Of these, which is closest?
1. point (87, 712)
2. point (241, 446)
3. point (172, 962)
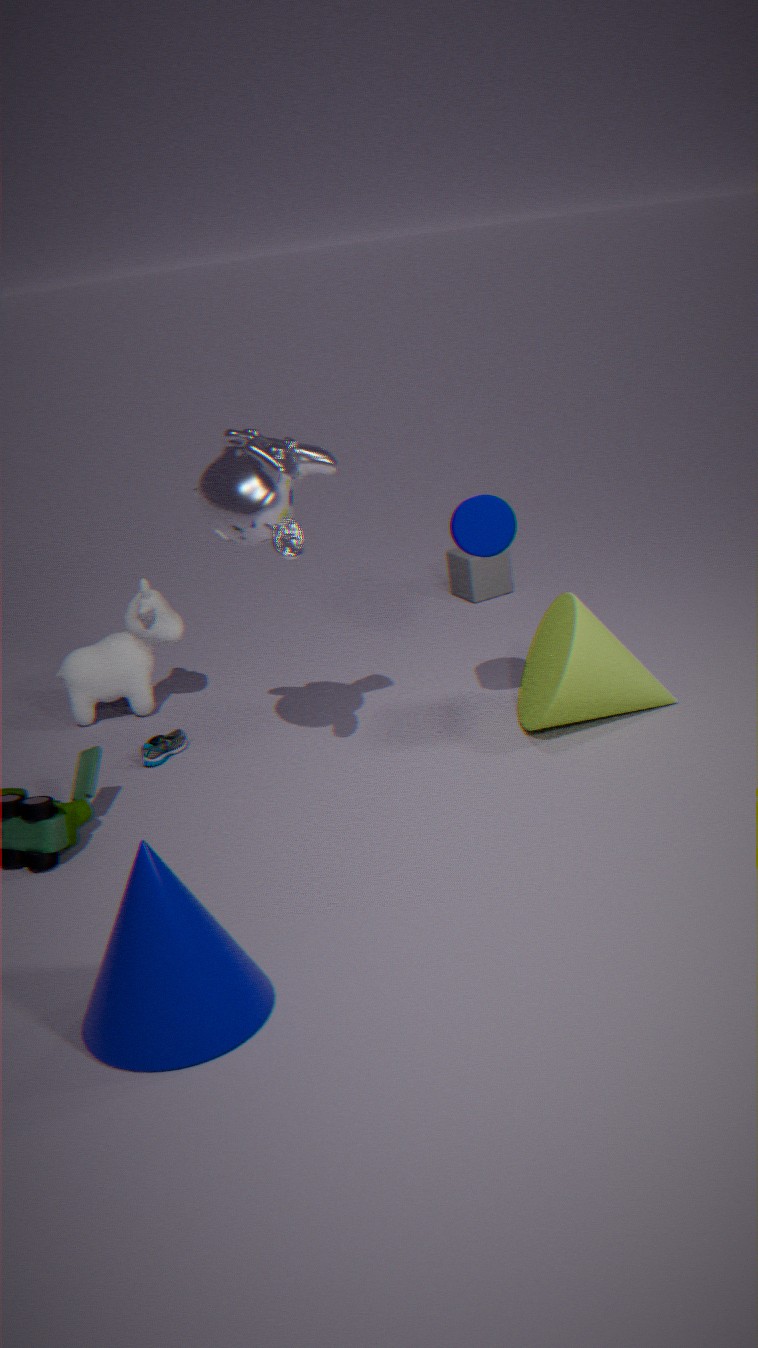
point (172, 962)
